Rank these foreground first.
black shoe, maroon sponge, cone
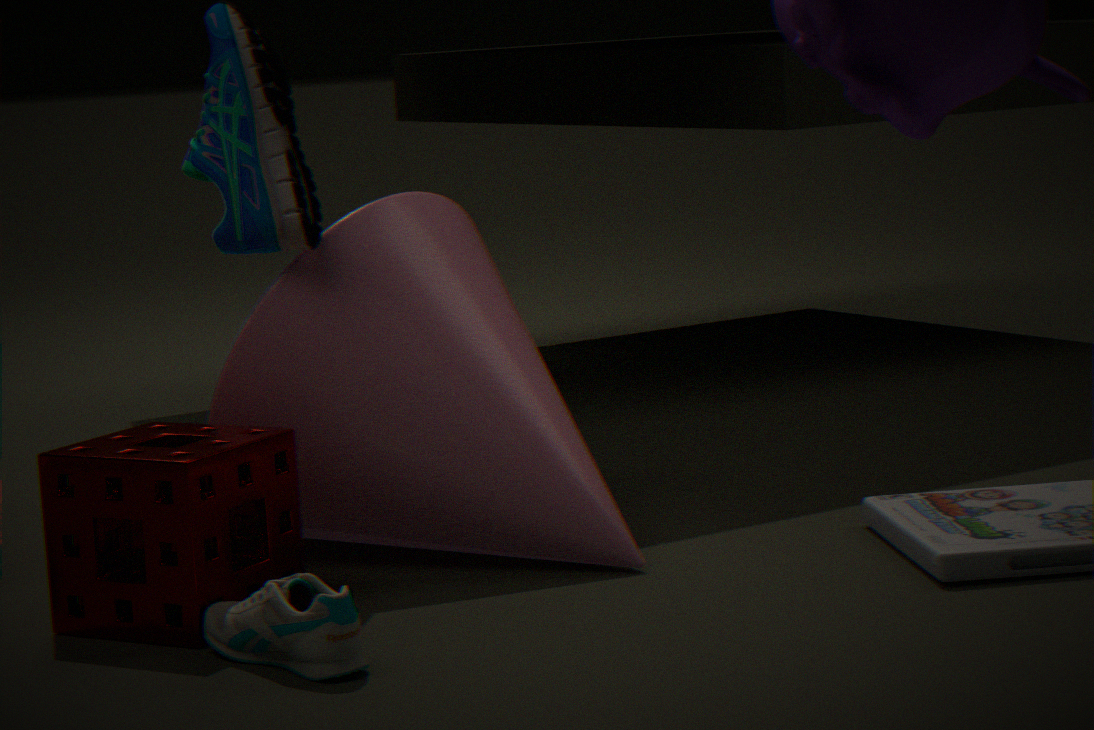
black shoe
maroon sponge
cone
